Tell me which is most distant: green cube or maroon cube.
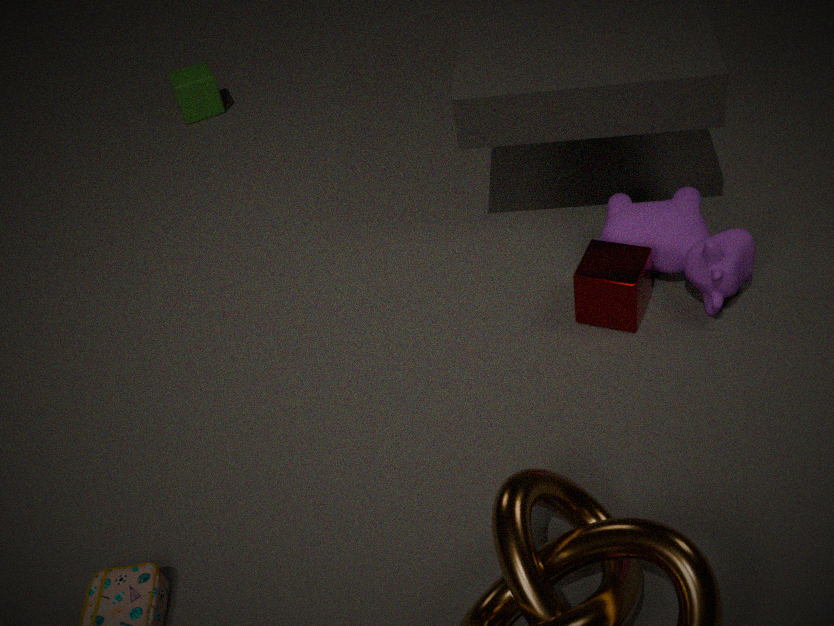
green cube
